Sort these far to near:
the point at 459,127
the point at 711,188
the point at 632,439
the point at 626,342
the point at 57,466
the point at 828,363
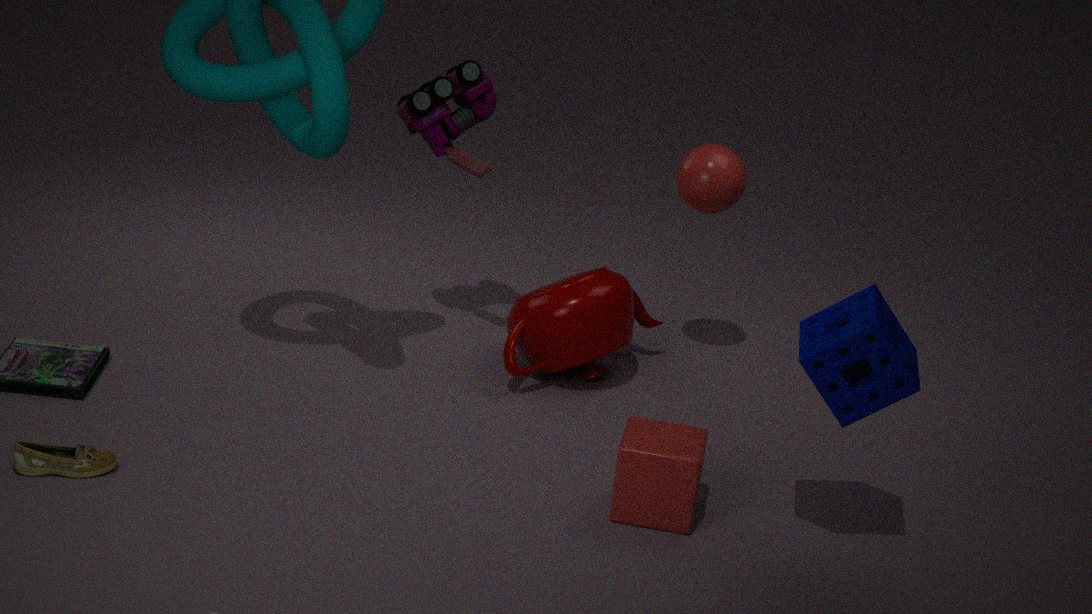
1. the point at 459,127
2. the point at 626,342
3. the point at 711,188
4. the point at 632,439
5. the point at 57,466
6. the point at 828,363
